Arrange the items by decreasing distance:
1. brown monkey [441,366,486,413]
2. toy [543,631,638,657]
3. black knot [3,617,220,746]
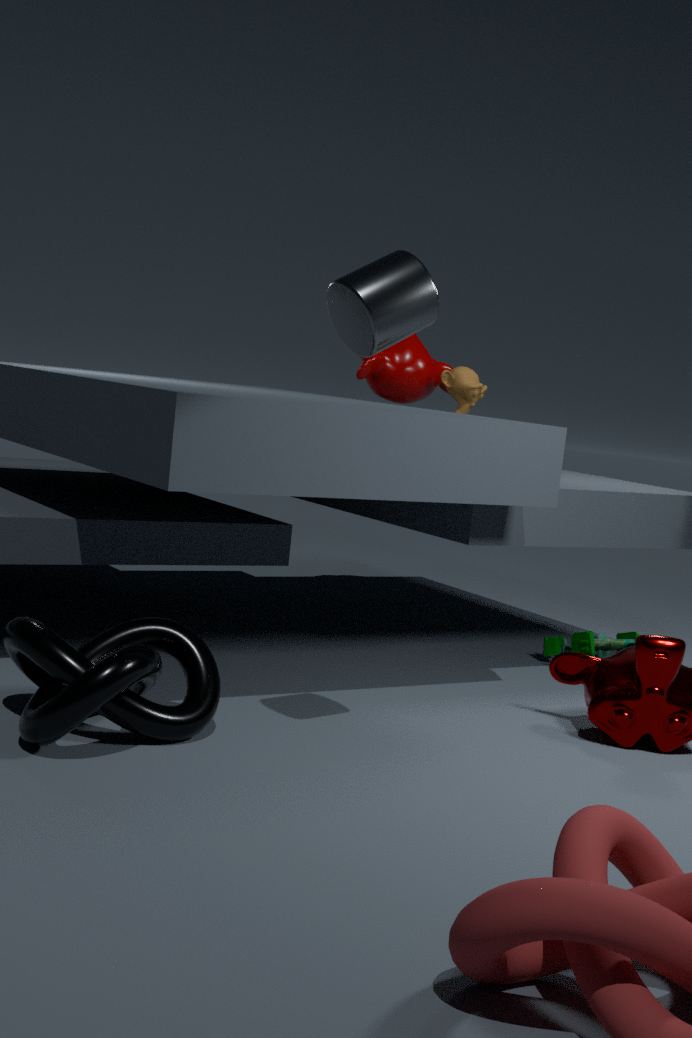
brown monkey [441,366,486,413] → toy [543,631,638,657] → black knot [3,617,220,746]
